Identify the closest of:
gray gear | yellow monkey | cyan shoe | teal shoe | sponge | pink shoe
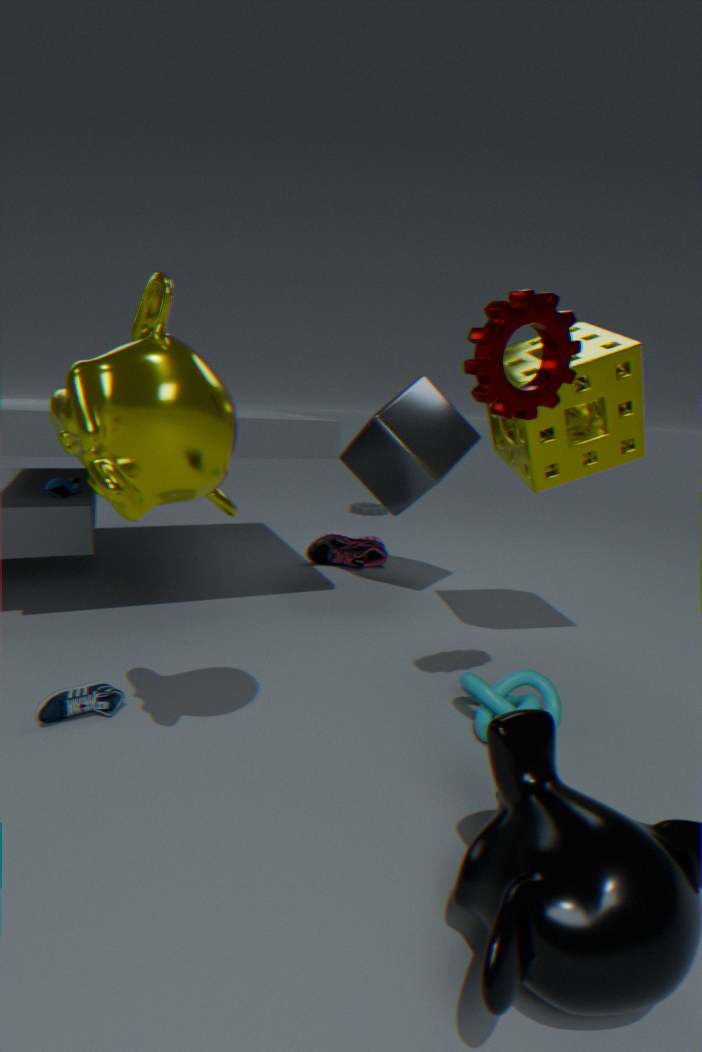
yellow monkey
